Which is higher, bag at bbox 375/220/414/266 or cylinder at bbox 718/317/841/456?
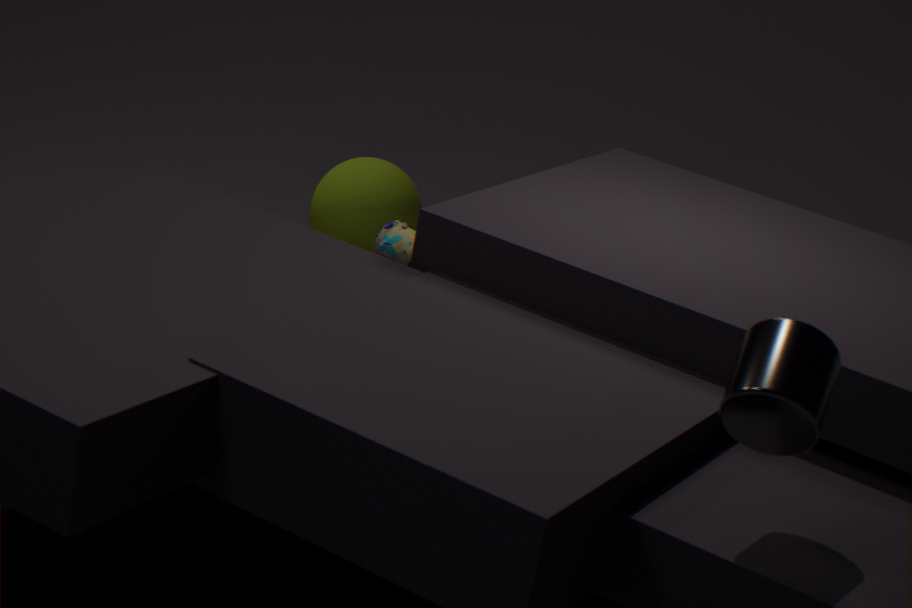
cylinder at bbox 718/317/841/456
